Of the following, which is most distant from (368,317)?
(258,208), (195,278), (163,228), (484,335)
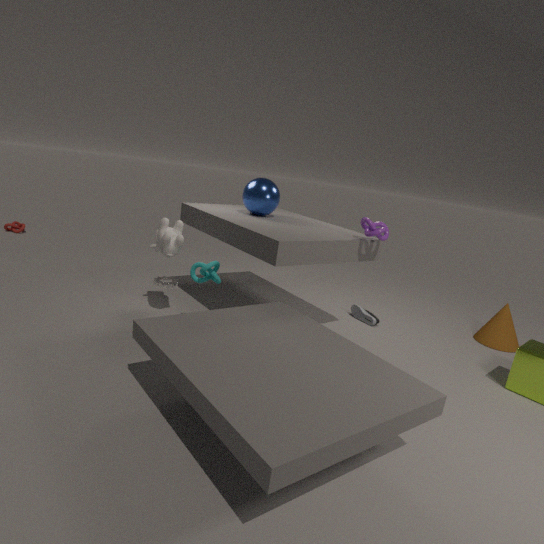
(163,228)
